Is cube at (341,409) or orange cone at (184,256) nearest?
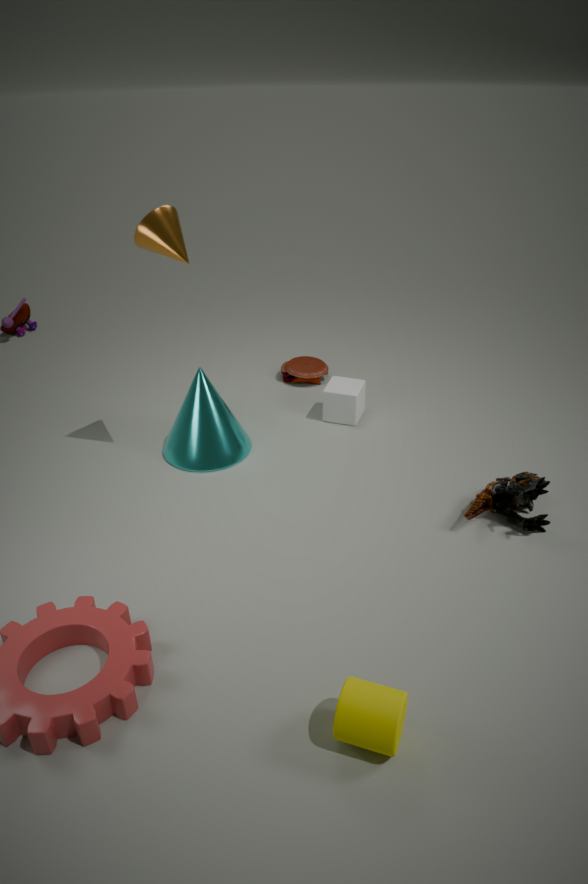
orange cone at (184,256)
